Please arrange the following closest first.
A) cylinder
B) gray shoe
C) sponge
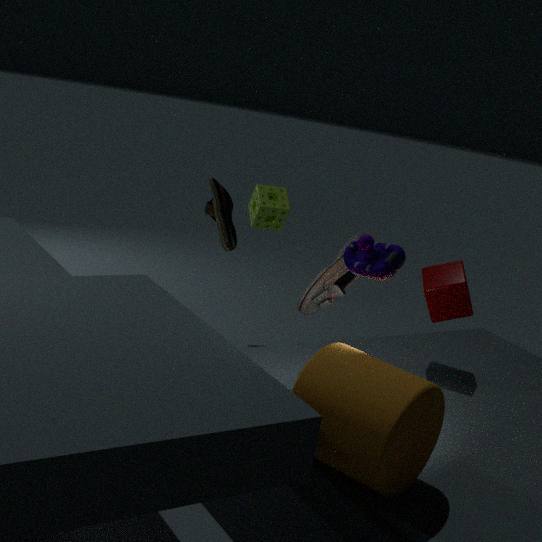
cylinder → gray shoe → sponge
